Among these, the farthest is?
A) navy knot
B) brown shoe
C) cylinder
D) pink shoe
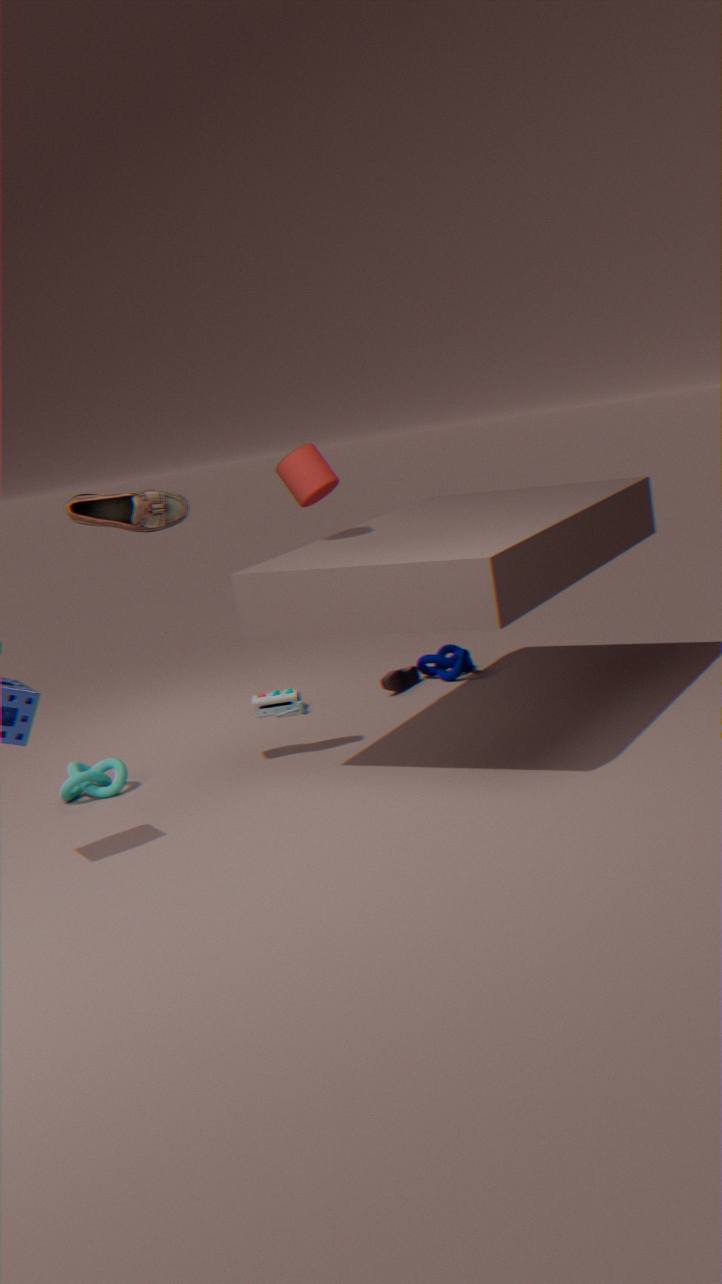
navy knot
